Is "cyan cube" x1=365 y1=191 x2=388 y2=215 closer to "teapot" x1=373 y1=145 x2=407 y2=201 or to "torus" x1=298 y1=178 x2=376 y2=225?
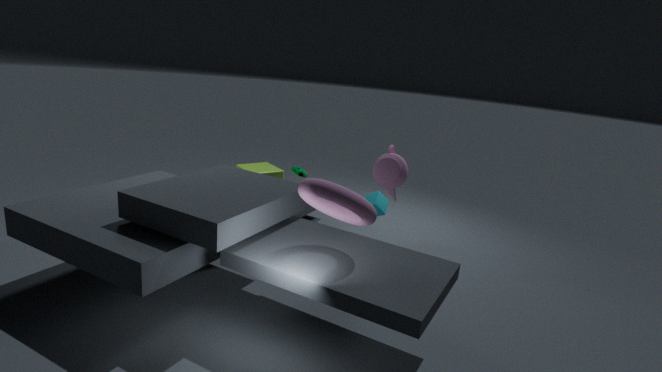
"teapot" x1=373 y1=145 x2=407 y2=201
